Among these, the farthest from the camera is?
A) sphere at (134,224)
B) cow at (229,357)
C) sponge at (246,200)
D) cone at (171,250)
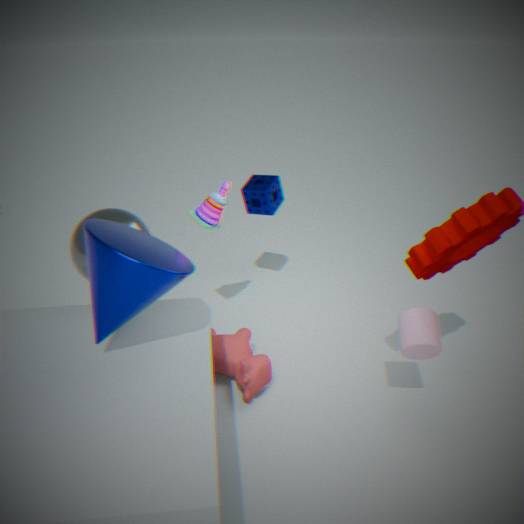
sponge at (246,200)
